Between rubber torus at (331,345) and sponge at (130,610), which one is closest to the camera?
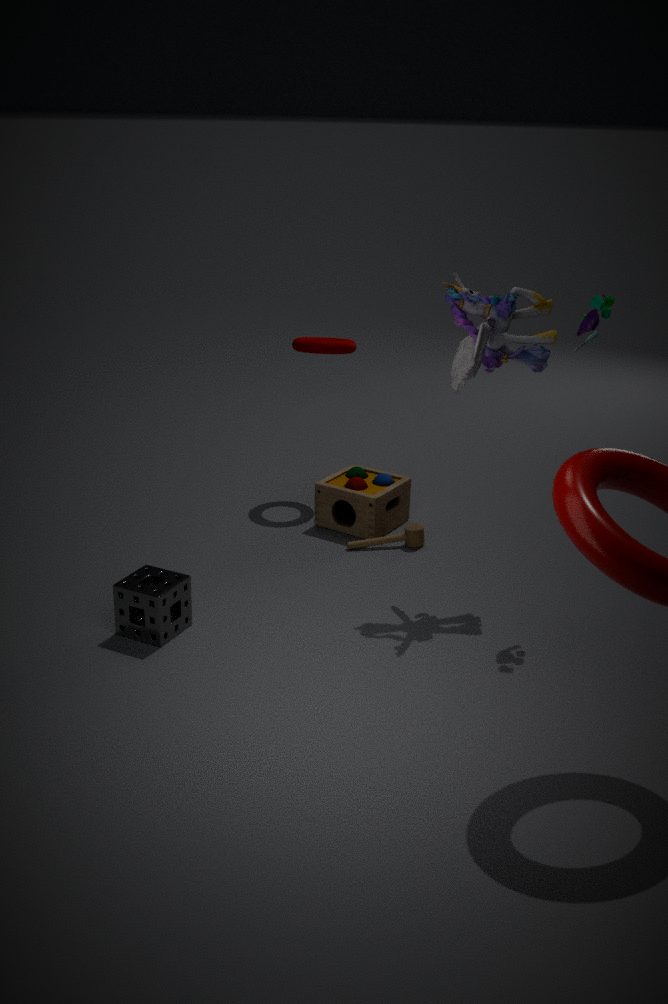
sponge at (130,610)
